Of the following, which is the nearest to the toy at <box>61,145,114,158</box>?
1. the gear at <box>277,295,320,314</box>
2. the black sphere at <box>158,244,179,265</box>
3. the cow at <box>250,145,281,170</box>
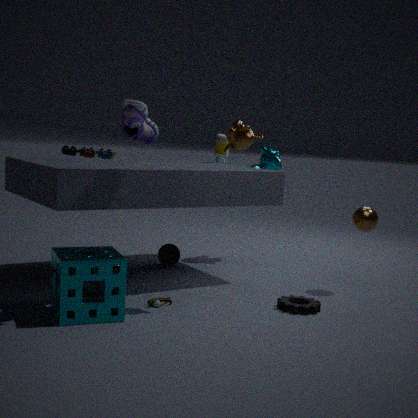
the gear at <box>277,295,320,314</box>
